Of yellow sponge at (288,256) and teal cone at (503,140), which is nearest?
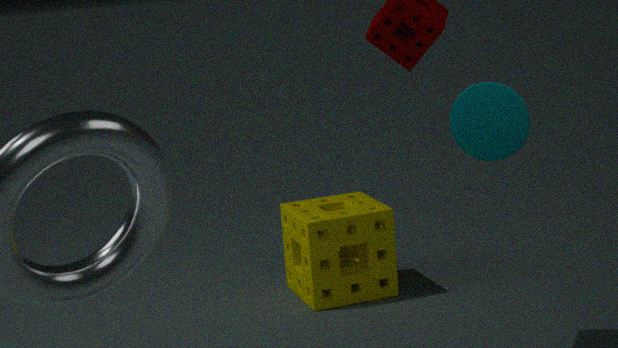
teal cone at (503,140)
